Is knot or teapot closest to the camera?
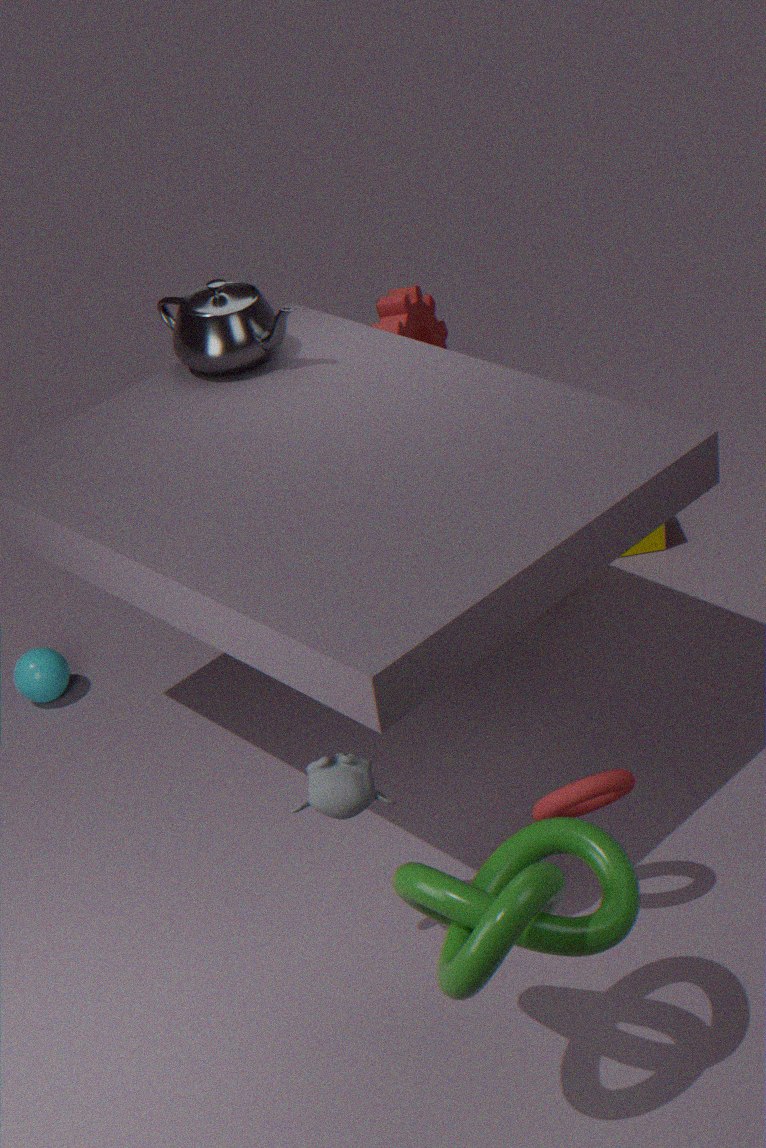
knot
